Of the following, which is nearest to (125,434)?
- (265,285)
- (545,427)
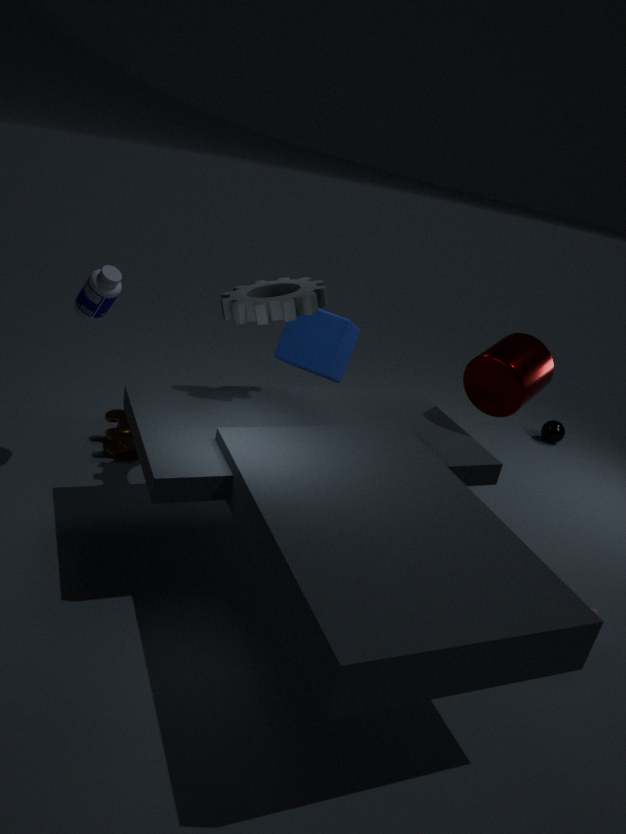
(265,285)
